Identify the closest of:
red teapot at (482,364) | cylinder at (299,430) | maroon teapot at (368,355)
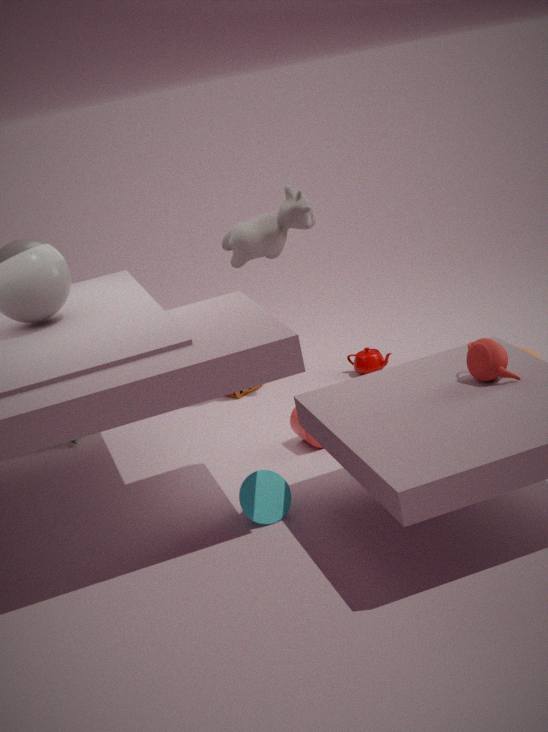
red teapot at (482,364)
